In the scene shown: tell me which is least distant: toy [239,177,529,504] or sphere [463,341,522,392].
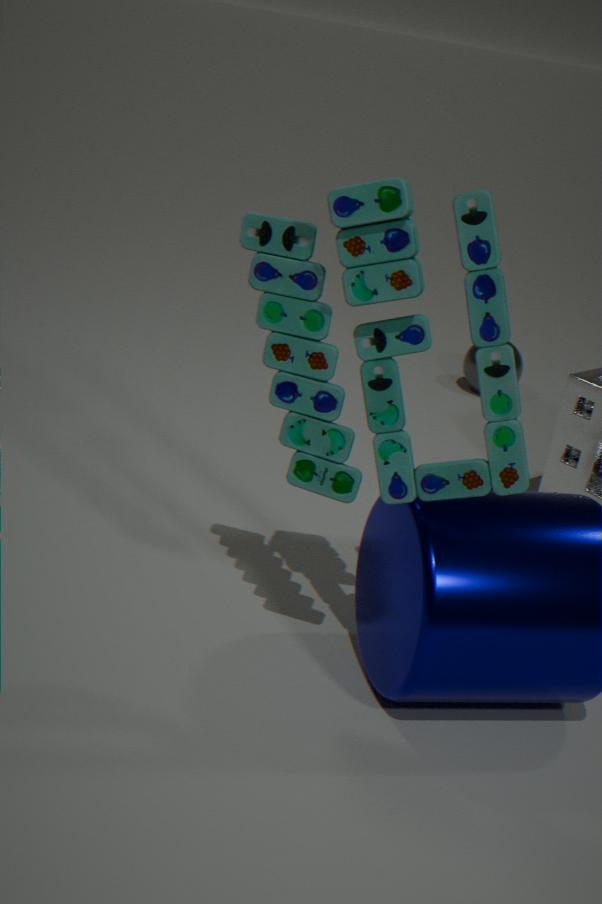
toy [239,177,529,504]
